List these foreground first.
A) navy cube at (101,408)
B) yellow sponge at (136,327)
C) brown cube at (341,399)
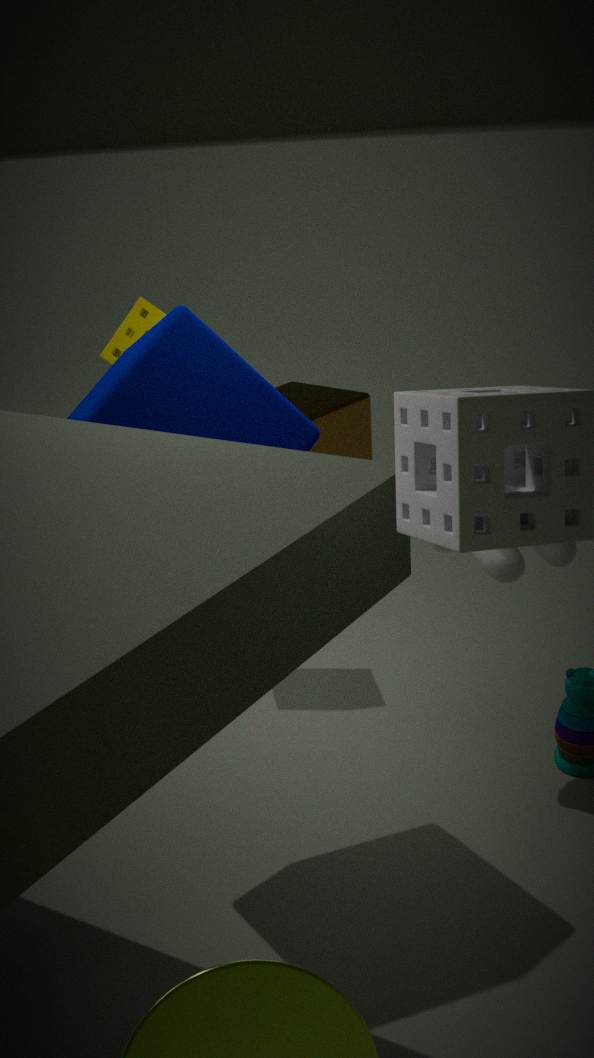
navy cube at (101,408) → yellow sponge at (136,327) → brown cube at (341,399)
